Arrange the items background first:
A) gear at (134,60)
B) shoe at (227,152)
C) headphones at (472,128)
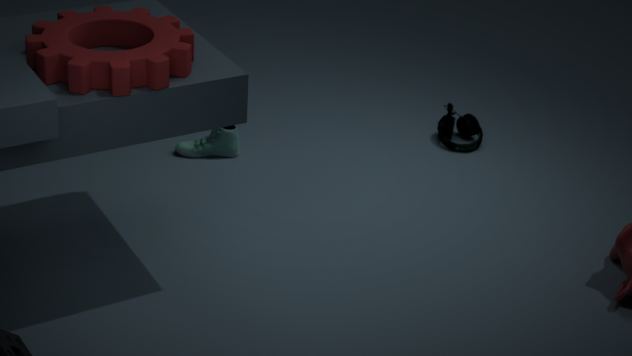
headphones at (472,128), shoe at (227,152), gear at (134,60)
